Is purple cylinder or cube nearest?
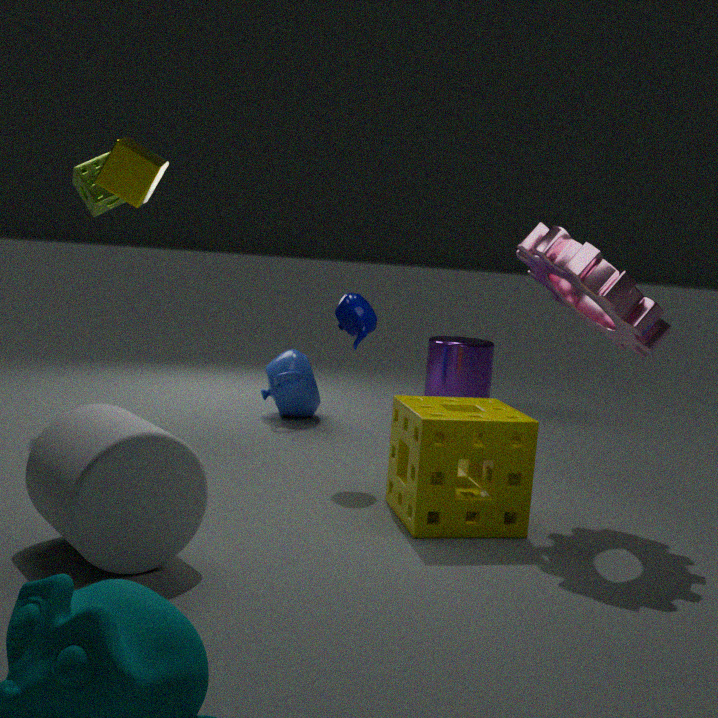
cube
